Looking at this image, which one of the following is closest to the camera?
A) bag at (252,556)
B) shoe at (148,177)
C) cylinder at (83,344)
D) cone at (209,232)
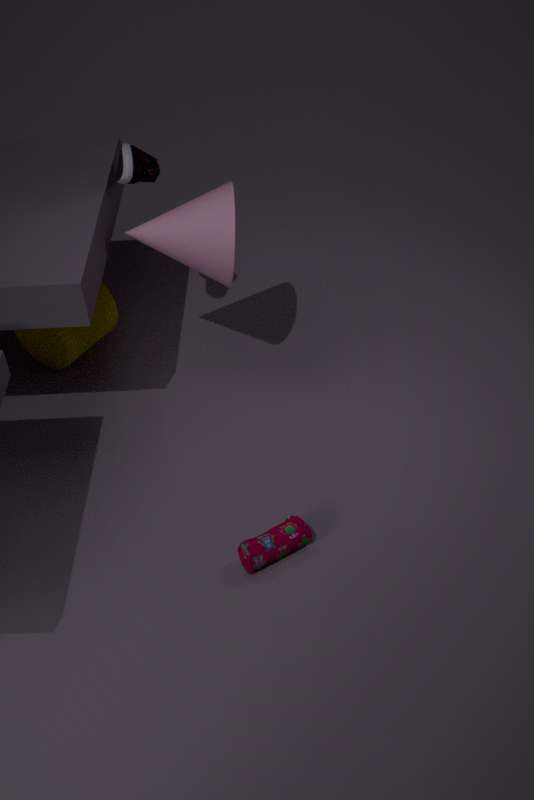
bag at (252,556)
